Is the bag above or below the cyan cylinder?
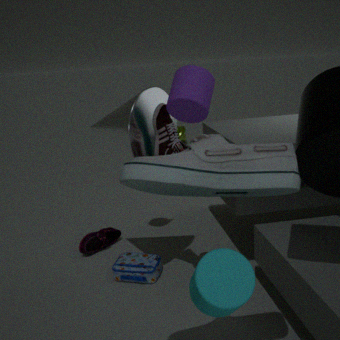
below
